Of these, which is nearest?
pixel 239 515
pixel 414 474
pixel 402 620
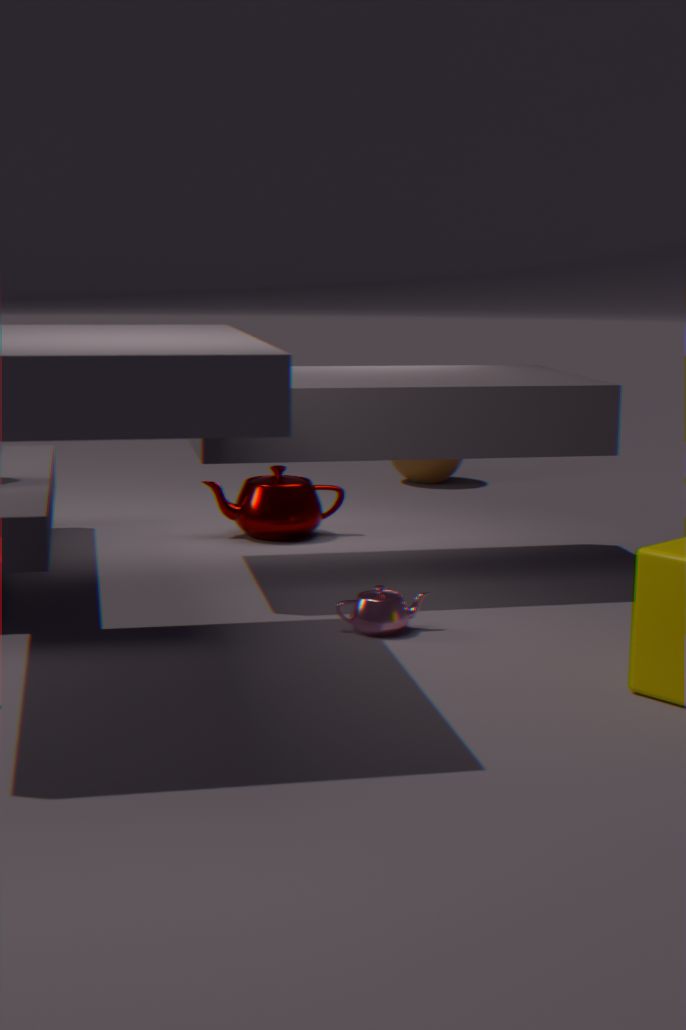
pixel 402 620
